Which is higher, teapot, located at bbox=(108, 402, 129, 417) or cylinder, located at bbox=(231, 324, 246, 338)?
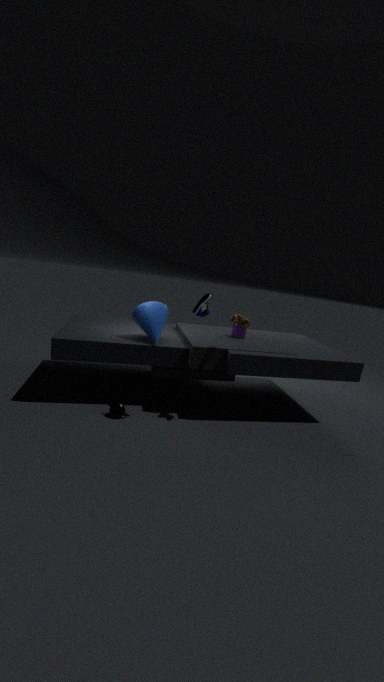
cylinder, located at bbox=(231, 324, 246, 338)
